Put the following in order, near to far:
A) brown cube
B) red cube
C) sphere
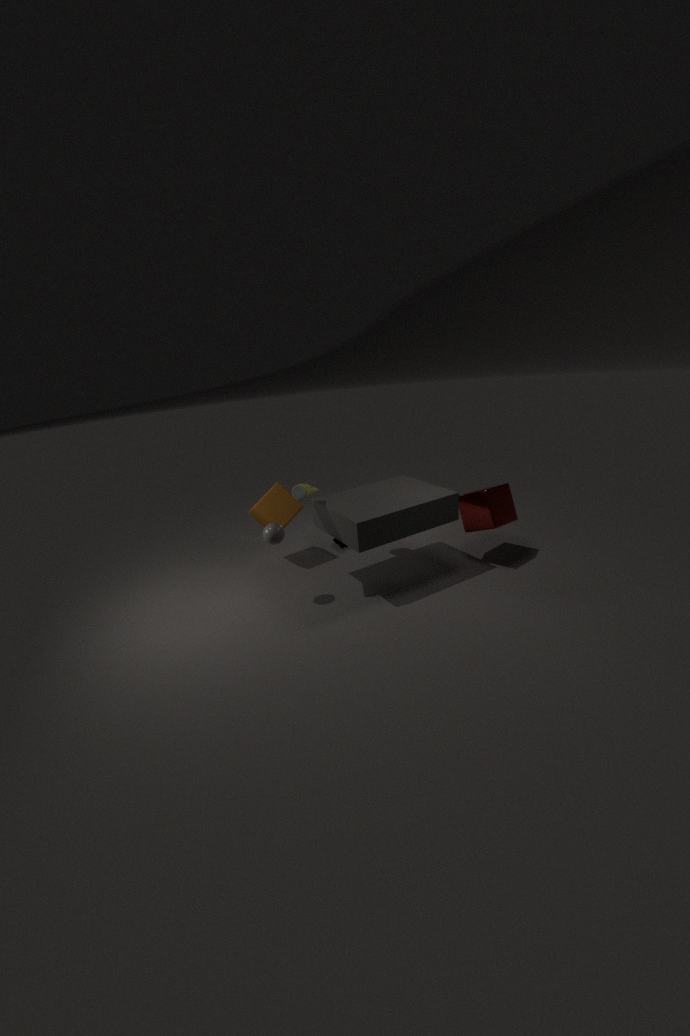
1. sphere
2. red cube
3. brown cube
